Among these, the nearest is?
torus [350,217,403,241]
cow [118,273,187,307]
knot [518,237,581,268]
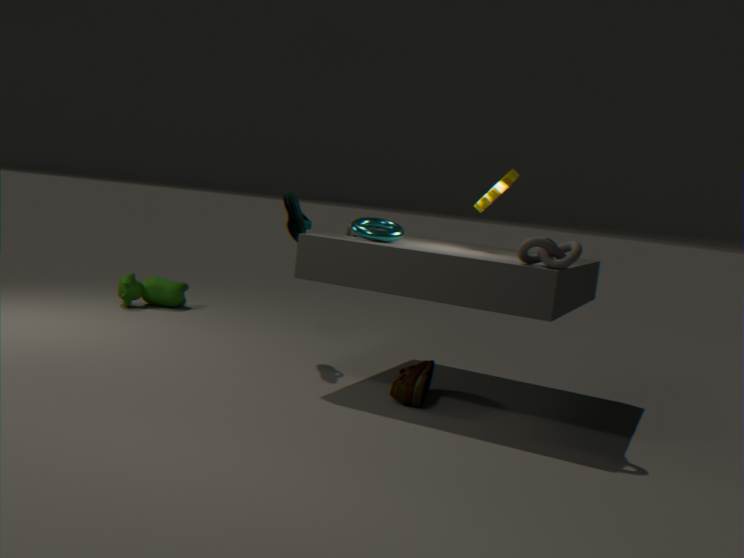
knot [518,237,581,268]
